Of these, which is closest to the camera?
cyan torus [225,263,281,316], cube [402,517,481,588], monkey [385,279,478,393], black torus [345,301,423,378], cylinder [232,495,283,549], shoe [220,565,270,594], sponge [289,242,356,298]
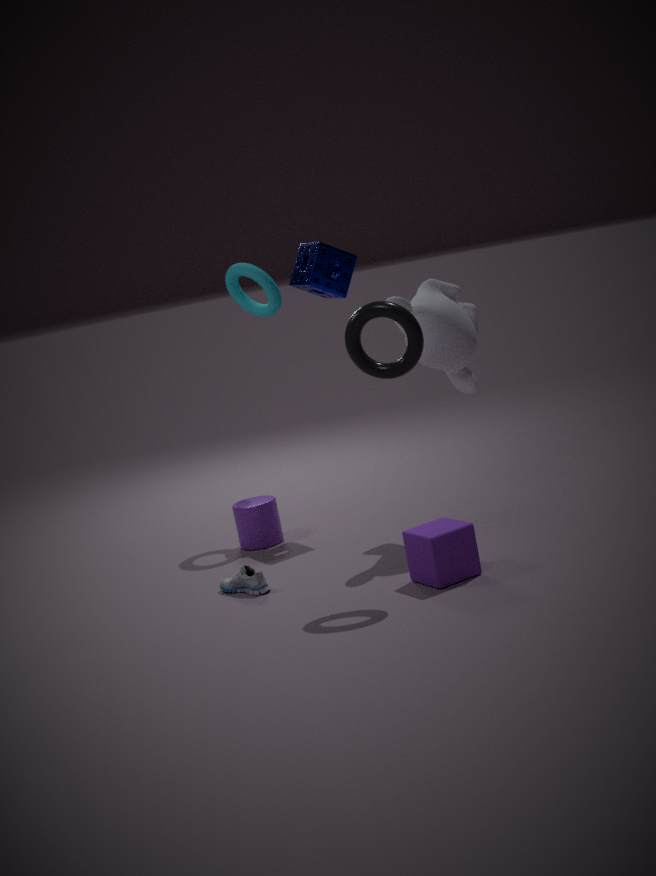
black torus [345,301,423,378]
